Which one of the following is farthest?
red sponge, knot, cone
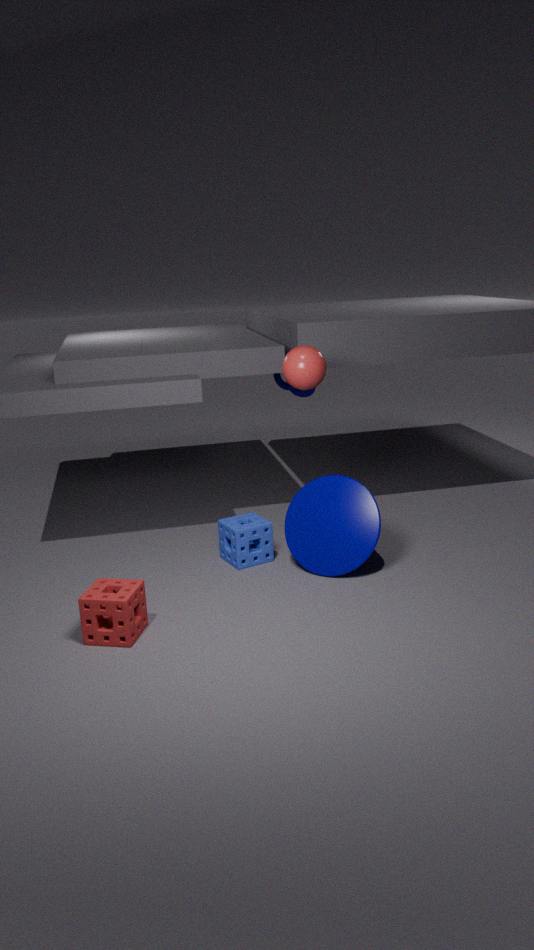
knot
